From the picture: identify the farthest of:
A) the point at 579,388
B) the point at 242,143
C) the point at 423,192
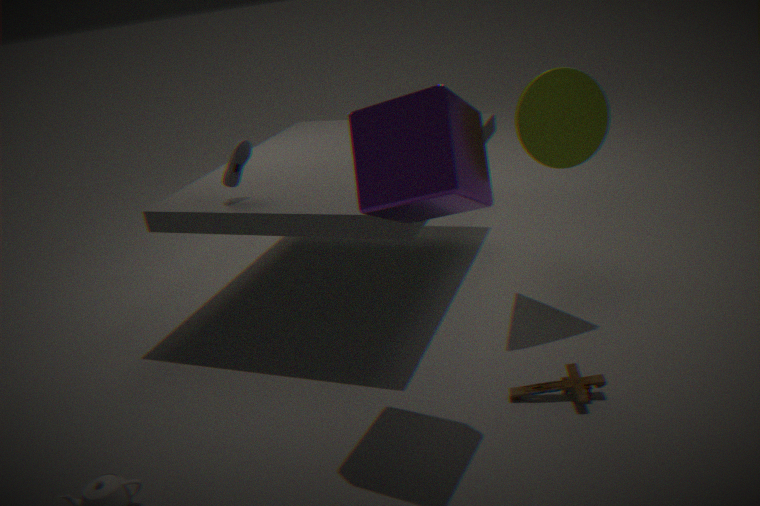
the point at 242,143
